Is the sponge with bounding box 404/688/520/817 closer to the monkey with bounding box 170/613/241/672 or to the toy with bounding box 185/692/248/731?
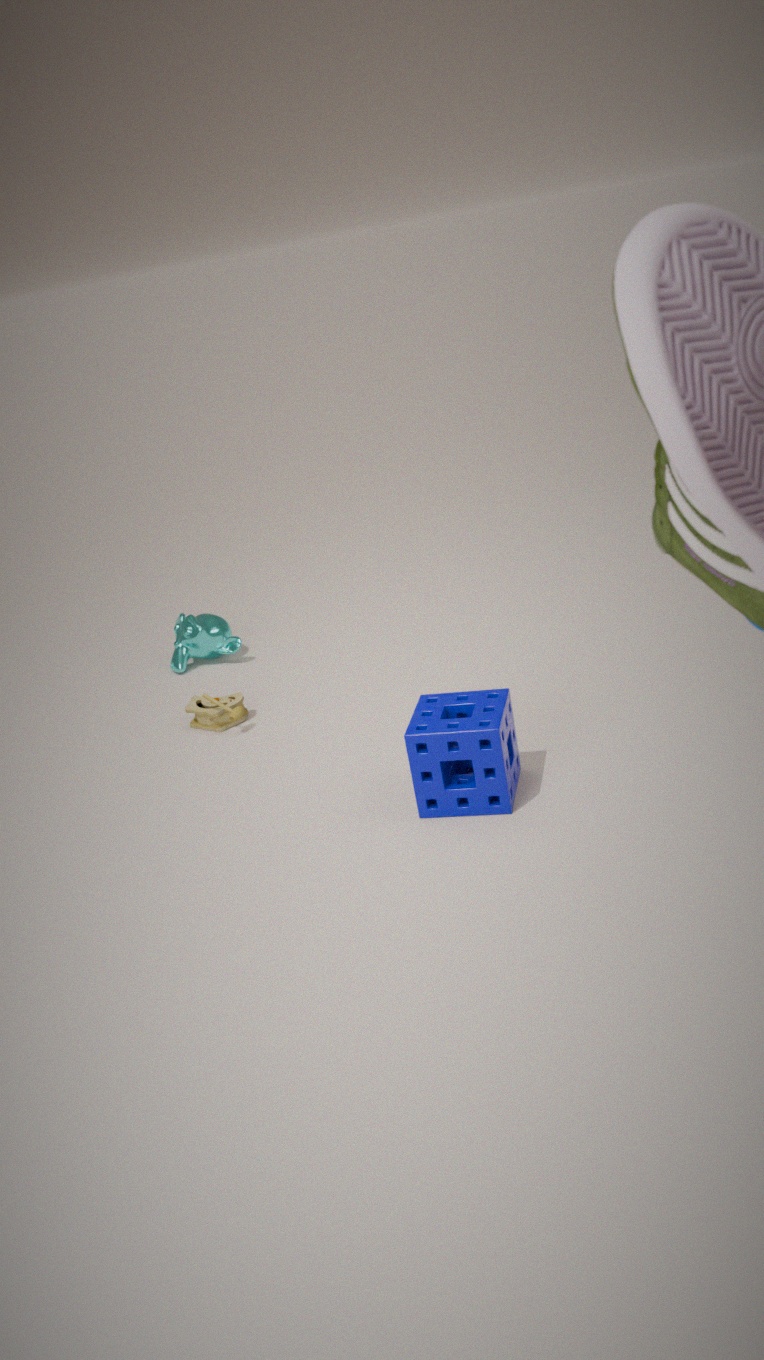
the toy with bounding box 185/692/248/731
